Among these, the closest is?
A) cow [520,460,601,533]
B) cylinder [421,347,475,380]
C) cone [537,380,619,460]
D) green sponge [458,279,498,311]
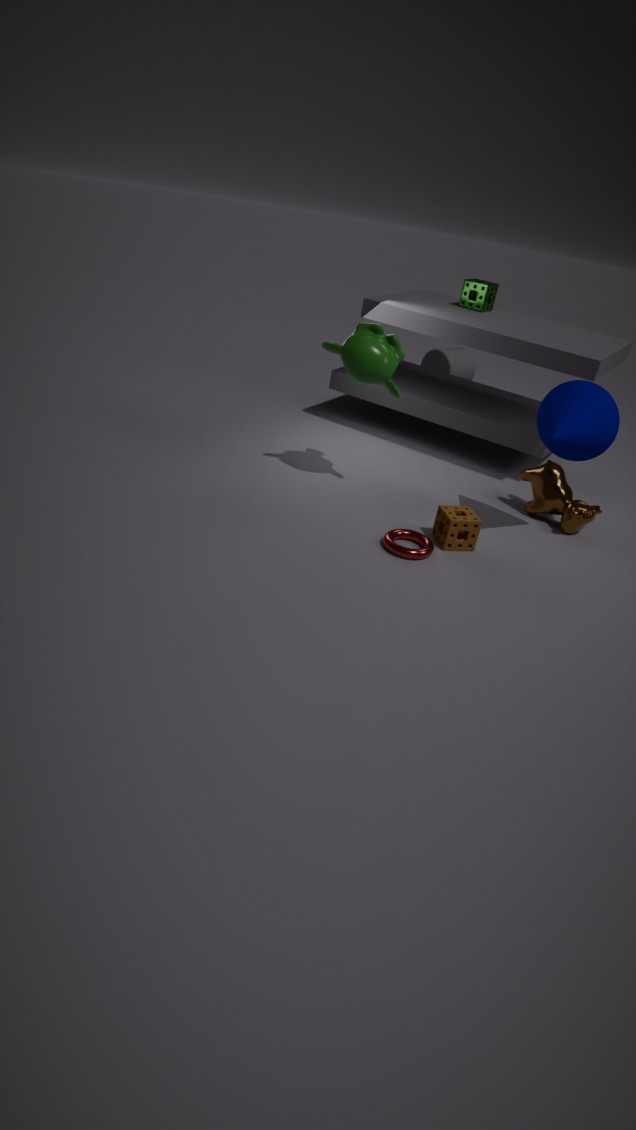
cone [537,380,619,460]
